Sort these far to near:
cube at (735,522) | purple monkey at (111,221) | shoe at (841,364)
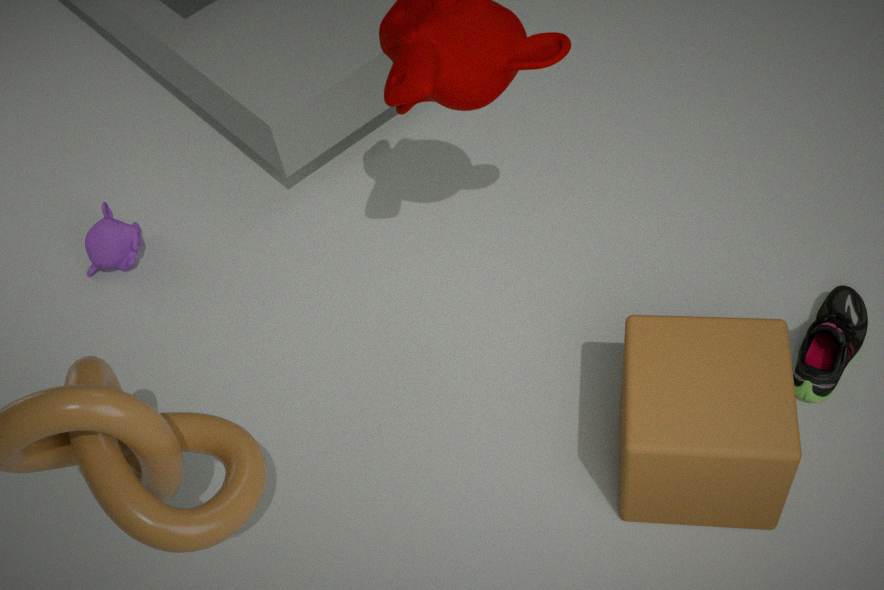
purple monkey at (111,221) < shoe at (841,364) < cube at (735,522)
